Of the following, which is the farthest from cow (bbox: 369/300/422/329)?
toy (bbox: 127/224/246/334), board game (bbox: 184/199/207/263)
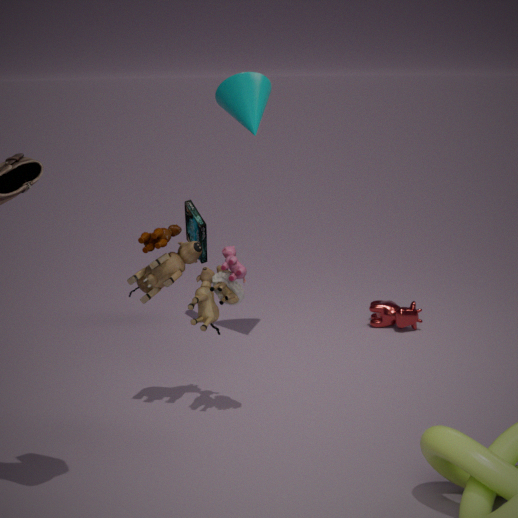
toy (bbox: 127/224/246/334)
